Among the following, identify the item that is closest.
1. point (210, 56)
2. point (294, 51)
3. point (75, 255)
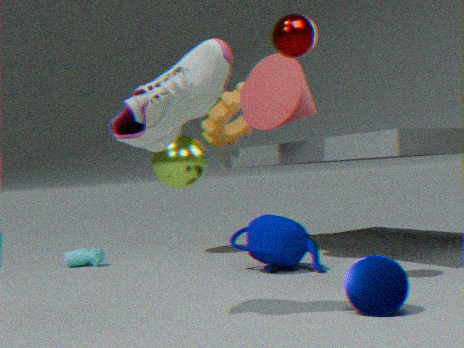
point (210, 56)
